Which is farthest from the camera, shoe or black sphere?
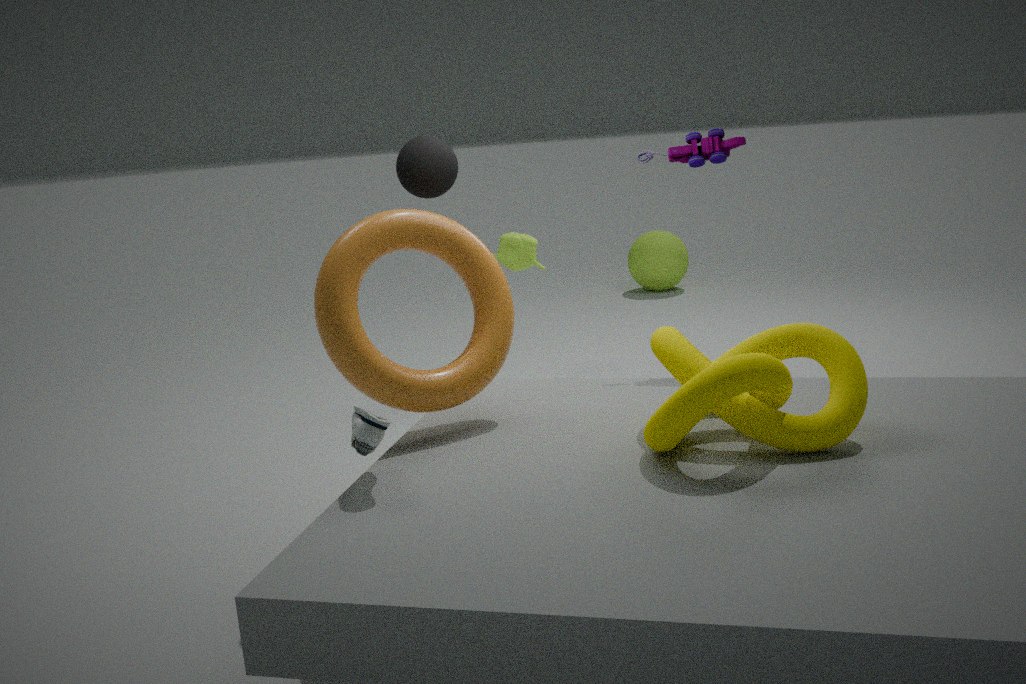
black sphere
